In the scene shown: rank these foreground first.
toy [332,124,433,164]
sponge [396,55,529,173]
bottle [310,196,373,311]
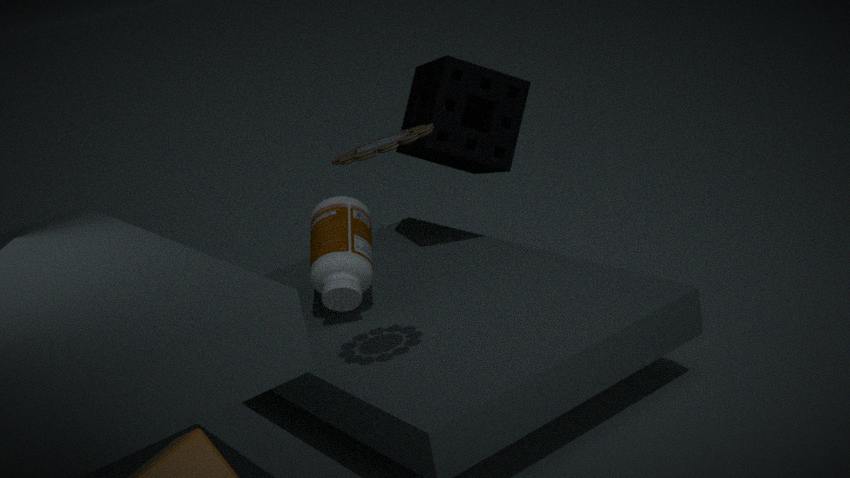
toy [332,124,433,164], bottle [310,196,373,311], sponge [396,55,529,173]
